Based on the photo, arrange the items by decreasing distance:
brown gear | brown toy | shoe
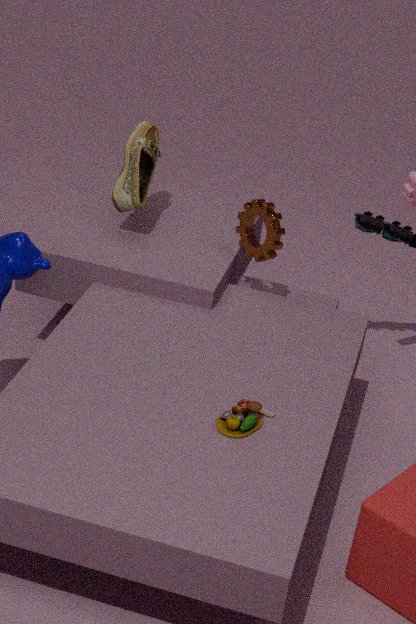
shoe → brown gear → brown toy
